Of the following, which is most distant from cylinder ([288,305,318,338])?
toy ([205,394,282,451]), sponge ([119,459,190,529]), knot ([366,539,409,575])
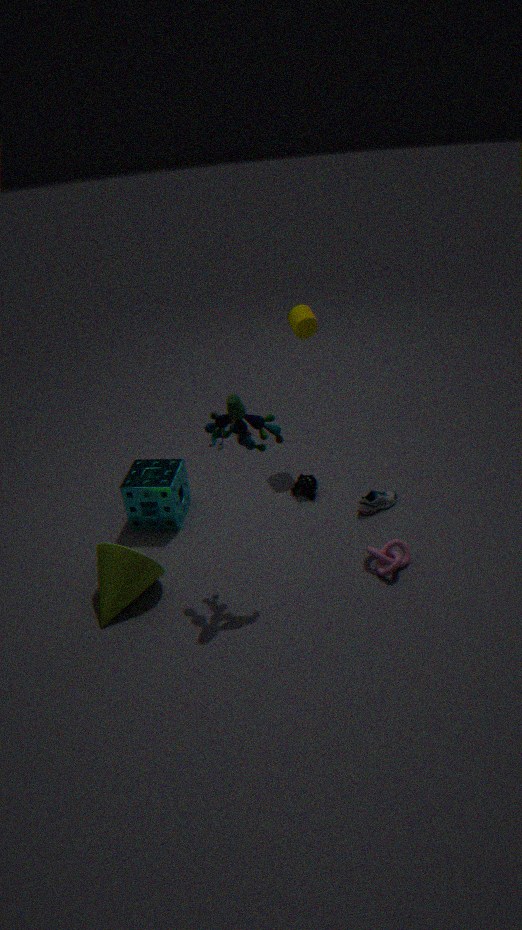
knot ([366,539,409,575])
